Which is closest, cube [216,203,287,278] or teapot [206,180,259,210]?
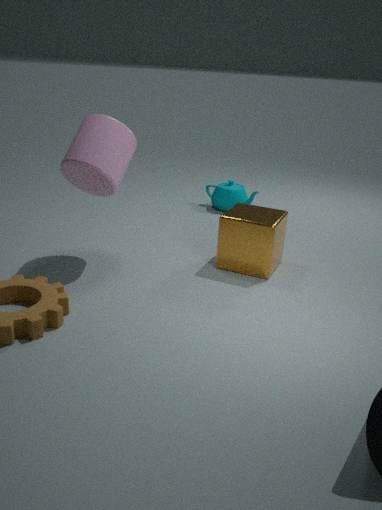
cube [216,203,287,278]
